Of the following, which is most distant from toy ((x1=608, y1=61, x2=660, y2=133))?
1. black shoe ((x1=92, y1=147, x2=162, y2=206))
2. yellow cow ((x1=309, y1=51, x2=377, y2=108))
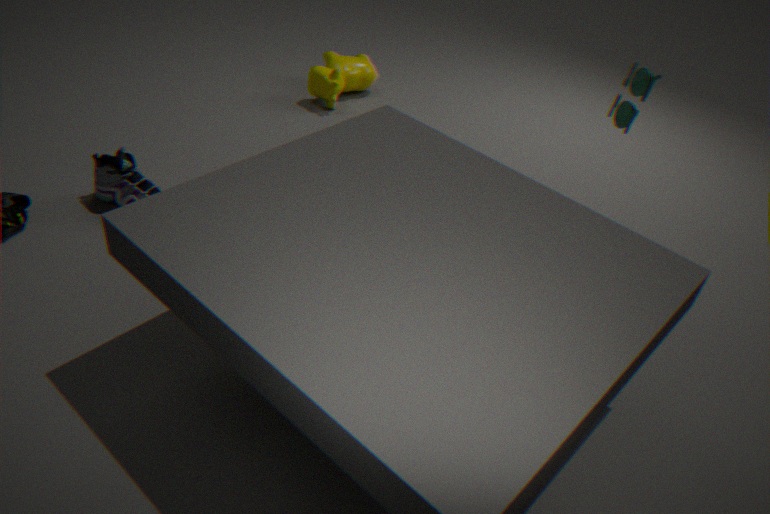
black shoe ((x1=92, y1=147, x2=162, y2=206))
